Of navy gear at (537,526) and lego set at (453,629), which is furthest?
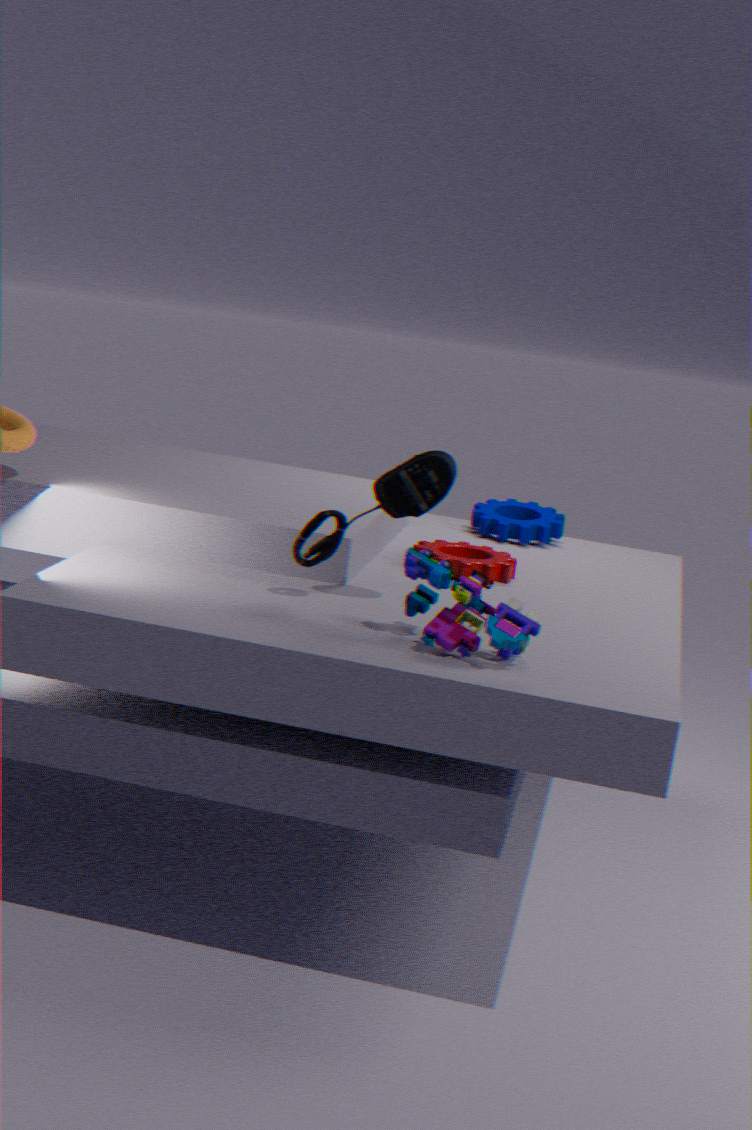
navy gear at (537,526)
